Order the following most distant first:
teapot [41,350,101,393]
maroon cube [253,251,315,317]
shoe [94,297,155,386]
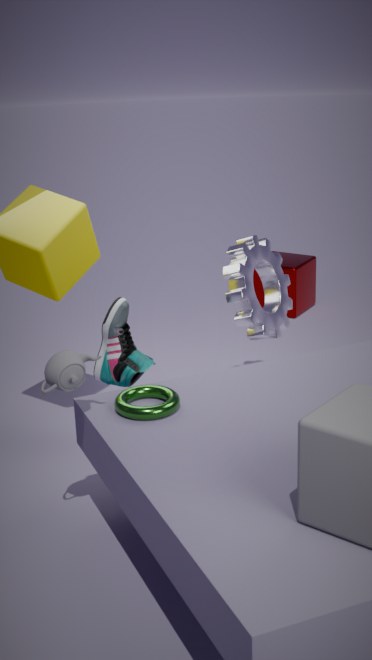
1. maroon cube [253,251,315,317]
2. shoe [94,297,155,386]
3. teapot [41,350,101,393]
